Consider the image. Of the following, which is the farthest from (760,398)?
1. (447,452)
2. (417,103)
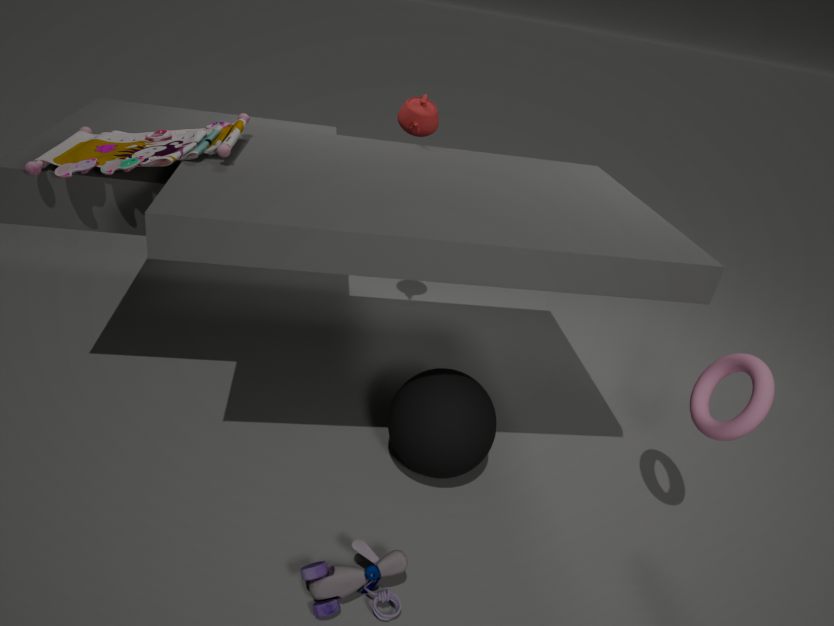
(417,103)
